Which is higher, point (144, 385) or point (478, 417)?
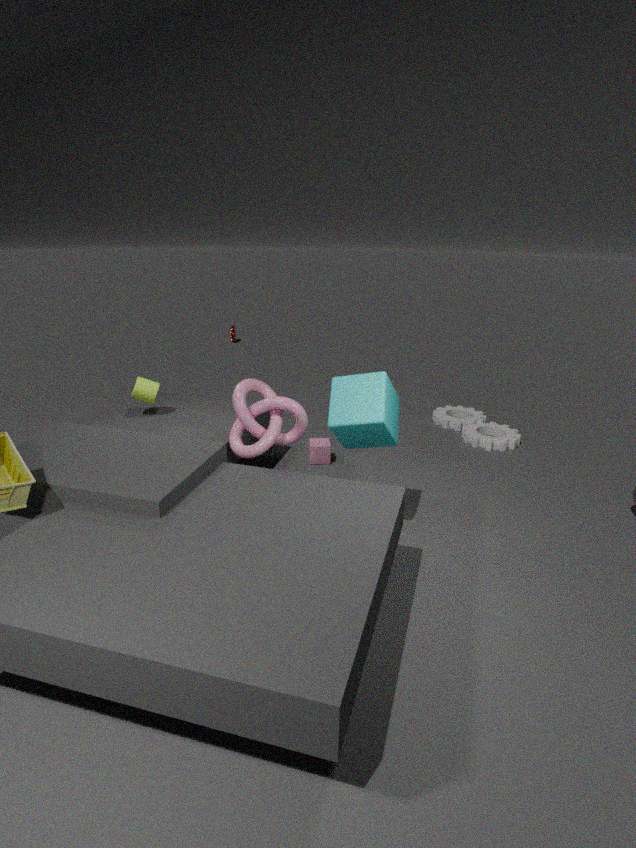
point (144, 385)
